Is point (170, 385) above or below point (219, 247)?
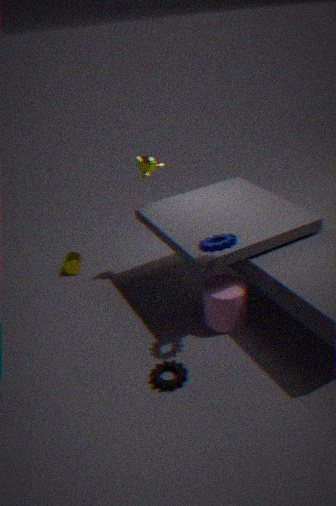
below
